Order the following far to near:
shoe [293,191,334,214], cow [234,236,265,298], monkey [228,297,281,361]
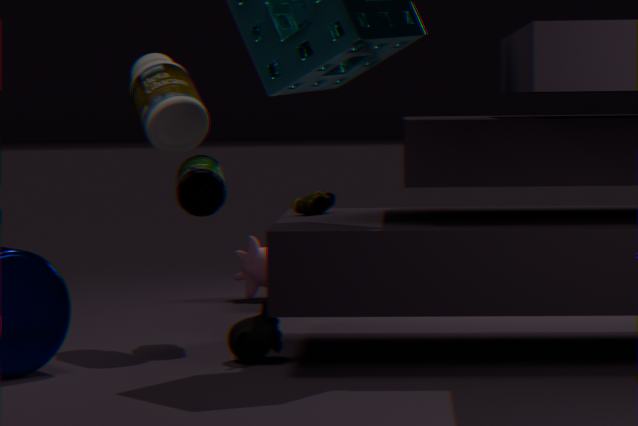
cow [234,236,265,298] < shoe [293,191,334,214] < monkey [228,297,281,361]
